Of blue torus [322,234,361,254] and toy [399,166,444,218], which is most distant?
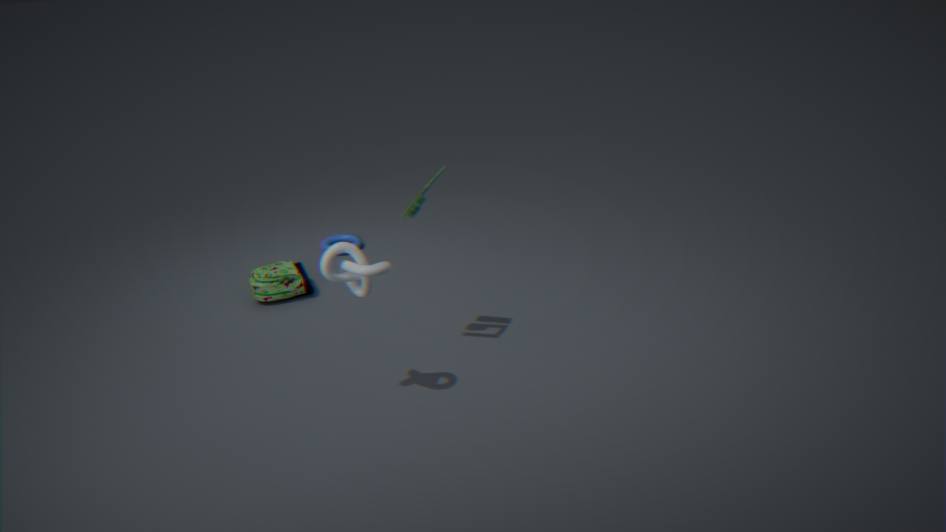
blue torus [322,234,361,254]
